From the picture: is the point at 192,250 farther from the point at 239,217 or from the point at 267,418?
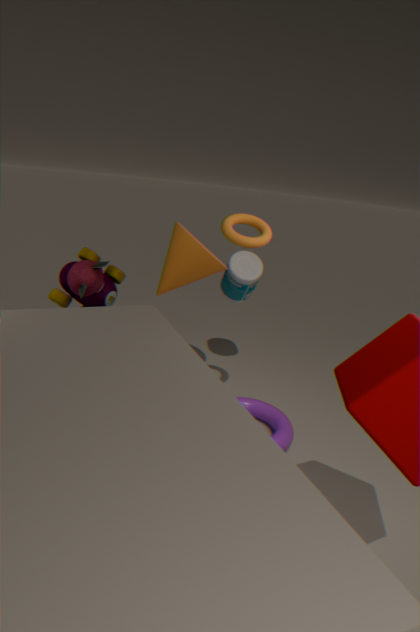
the point at 267,418
